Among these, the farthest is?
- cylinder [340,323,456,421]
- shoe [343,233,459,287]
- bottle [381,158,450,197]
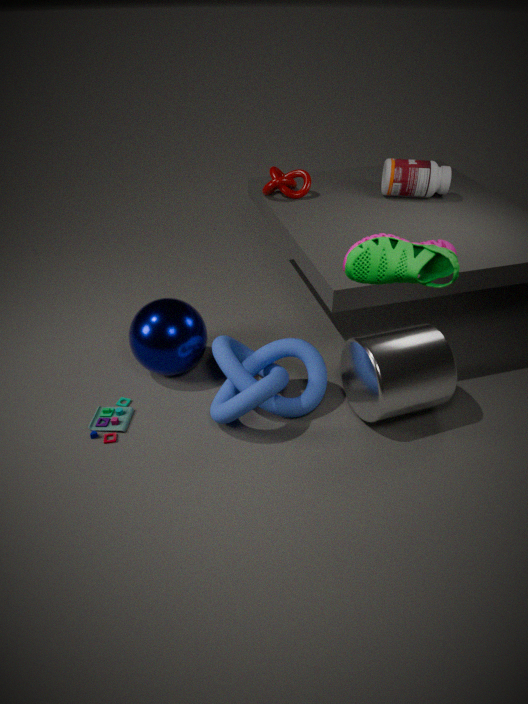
bottle [381,158,450,197]
